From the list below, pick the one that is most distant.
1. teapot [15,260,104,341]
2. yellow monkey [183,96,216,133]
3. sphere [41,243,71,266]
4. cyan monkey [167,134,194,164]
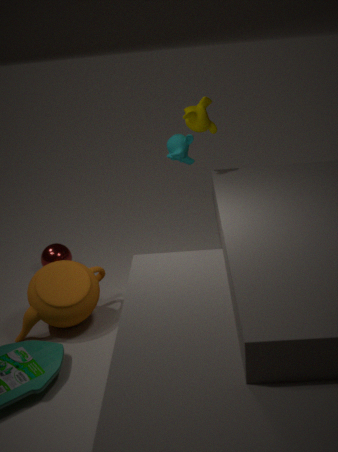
cyan monkey [167,134,194,164]
